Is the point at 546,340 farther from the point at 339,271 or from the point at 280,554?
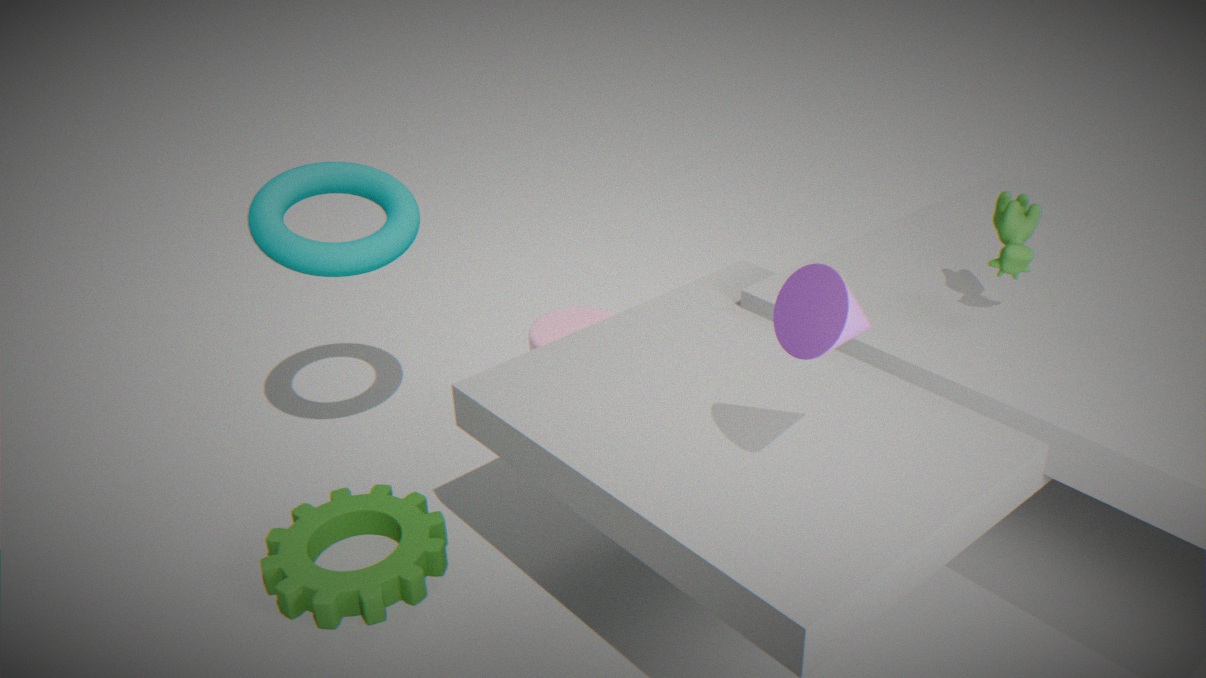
the point at 280,554
